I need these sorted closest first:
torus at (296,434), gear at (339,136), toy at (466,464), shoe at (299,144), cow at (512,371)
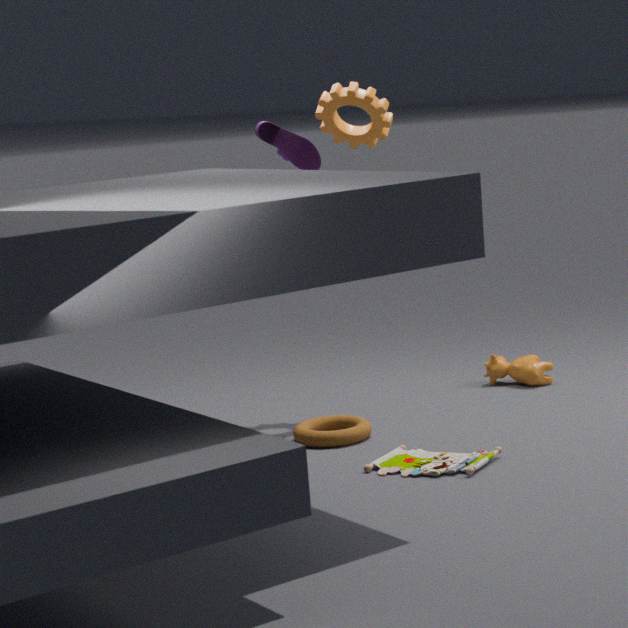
1. toy at (466,464)
2. torus at (296,434)
3. gear at (339,136)
4. shoe at (299,144)
5. cow at (512,371)
